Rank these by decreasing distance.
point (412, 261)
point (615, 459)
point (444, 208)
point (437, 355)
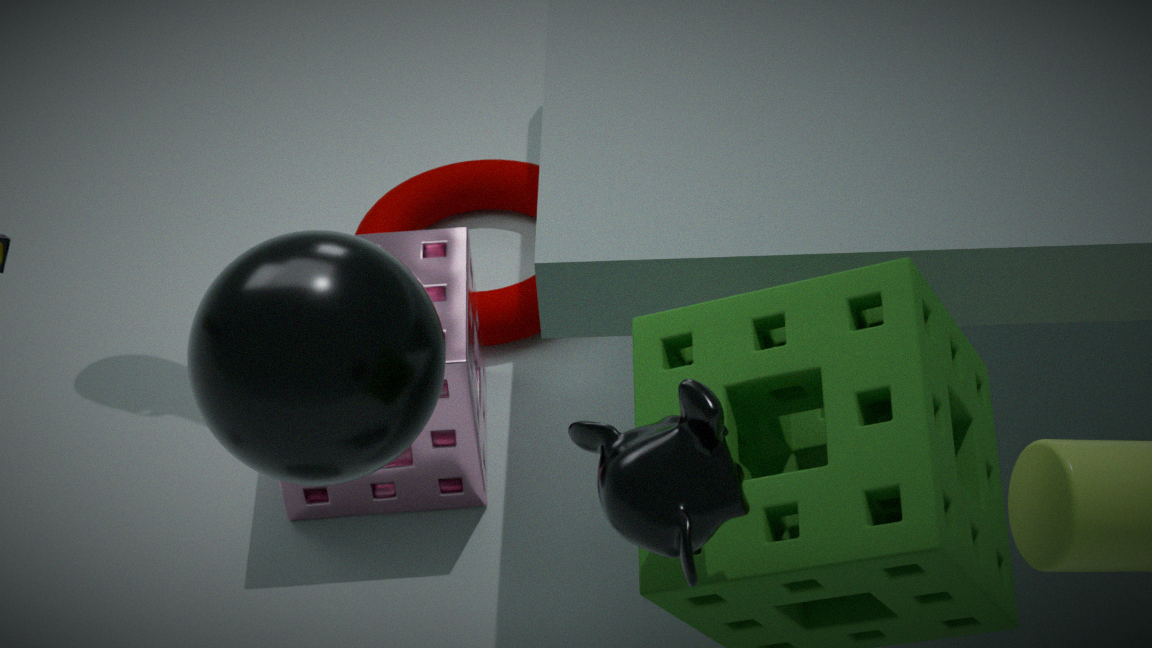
point (444, 208)
point (412, 261)
point (437, 355)
point (615, 459)
